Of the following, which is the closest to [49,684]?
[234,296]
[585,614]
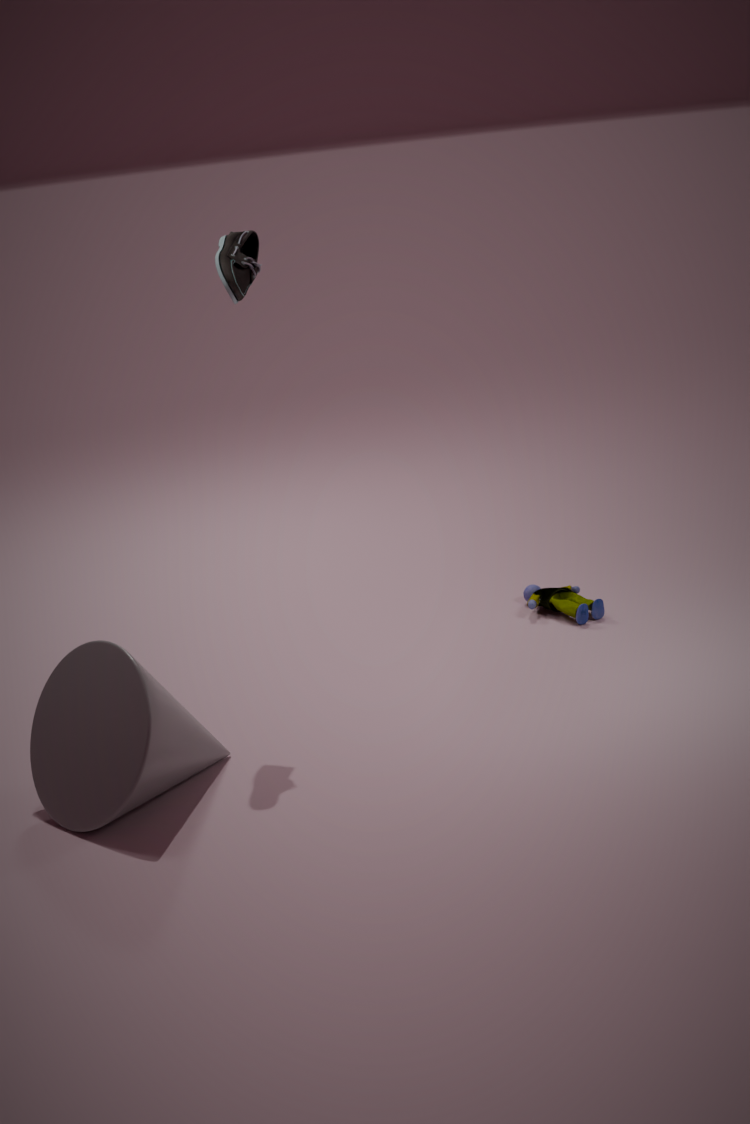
[234,296]
